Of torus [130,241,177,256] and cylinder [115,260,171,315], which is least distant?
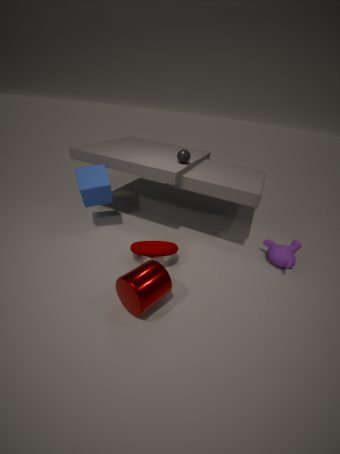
cylinder [115,260,171,315]
